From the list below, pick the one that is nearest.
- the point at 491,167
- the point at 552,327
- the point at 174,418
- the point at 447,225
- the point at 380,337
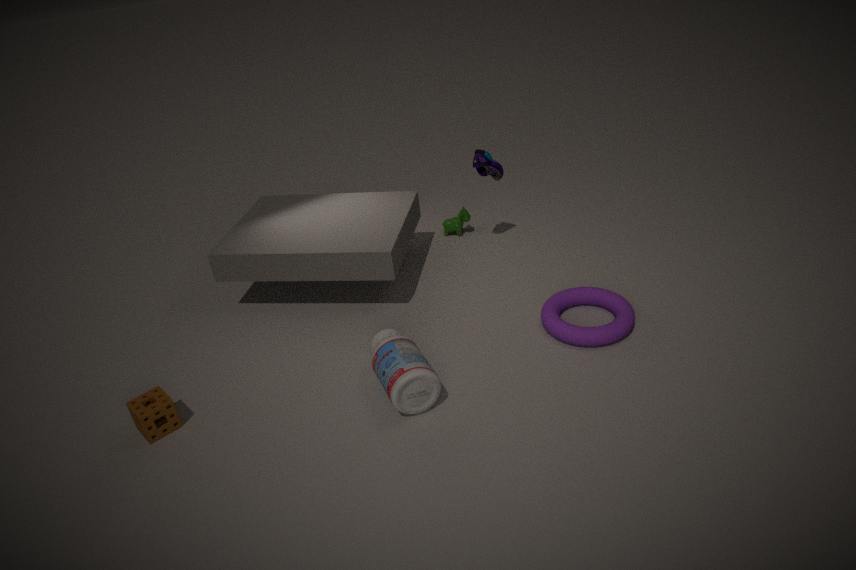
the point at 174,418
